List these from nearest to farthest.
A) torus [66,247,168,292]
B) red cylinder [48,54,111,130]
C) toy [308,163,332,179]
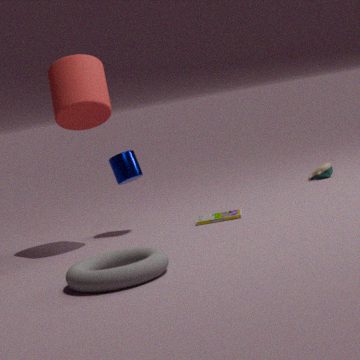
torus [66,247,168,292], red cylinder [48,54,111,130], toy [308,163,332,179]
